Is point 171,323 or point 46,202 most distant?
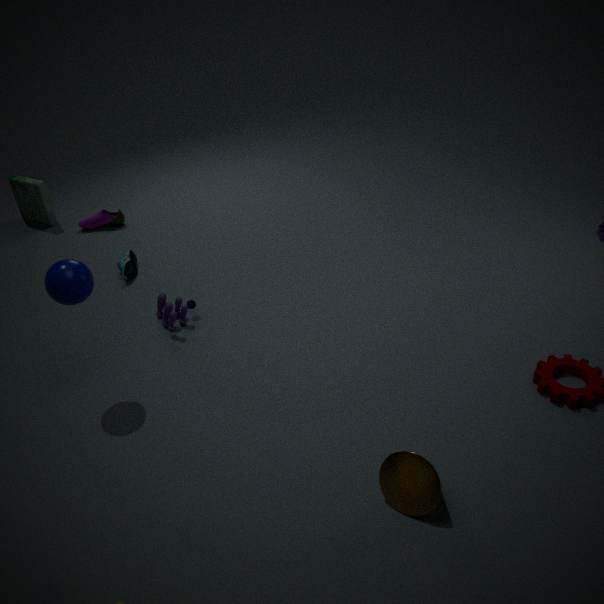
point 46,202
